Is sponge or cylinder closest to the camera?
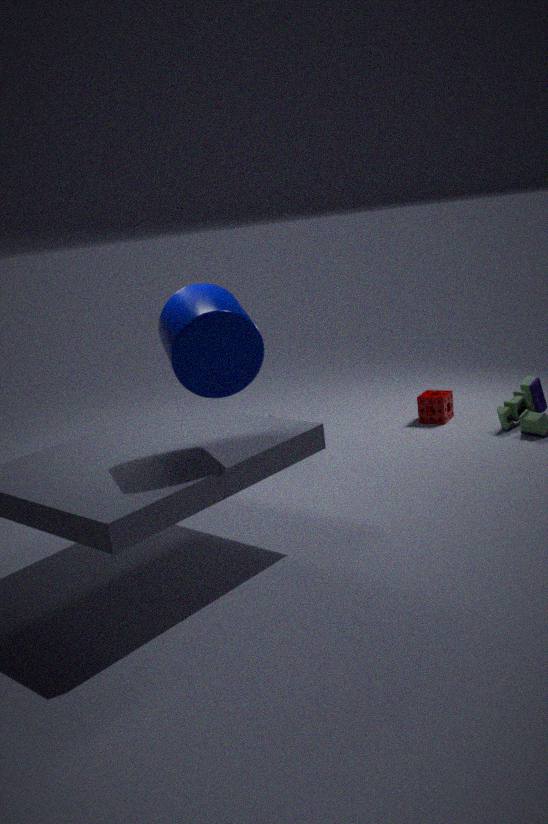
cylinder
